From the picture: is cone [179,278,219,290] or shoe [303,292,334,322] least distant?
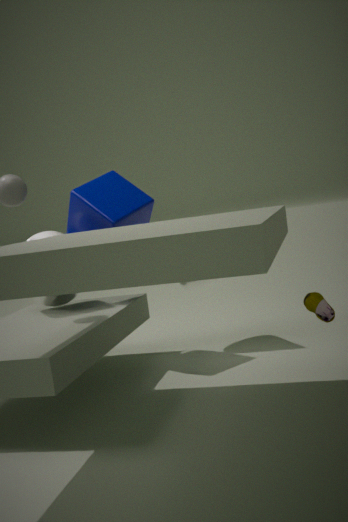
shoe [303,292,334,322]
